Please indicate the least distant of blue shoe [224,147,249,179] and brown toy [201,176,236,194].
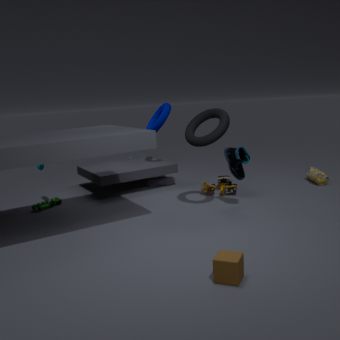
blue shoe [224,147,249,179]
